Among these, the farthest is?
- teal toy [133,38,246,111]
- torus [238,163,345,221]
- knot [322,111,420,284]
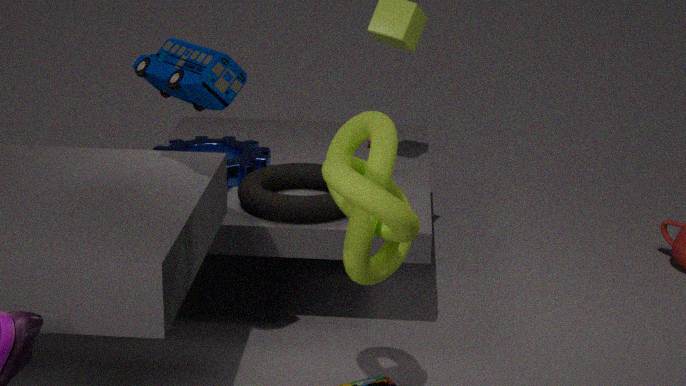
torus [238,163,345,221]
